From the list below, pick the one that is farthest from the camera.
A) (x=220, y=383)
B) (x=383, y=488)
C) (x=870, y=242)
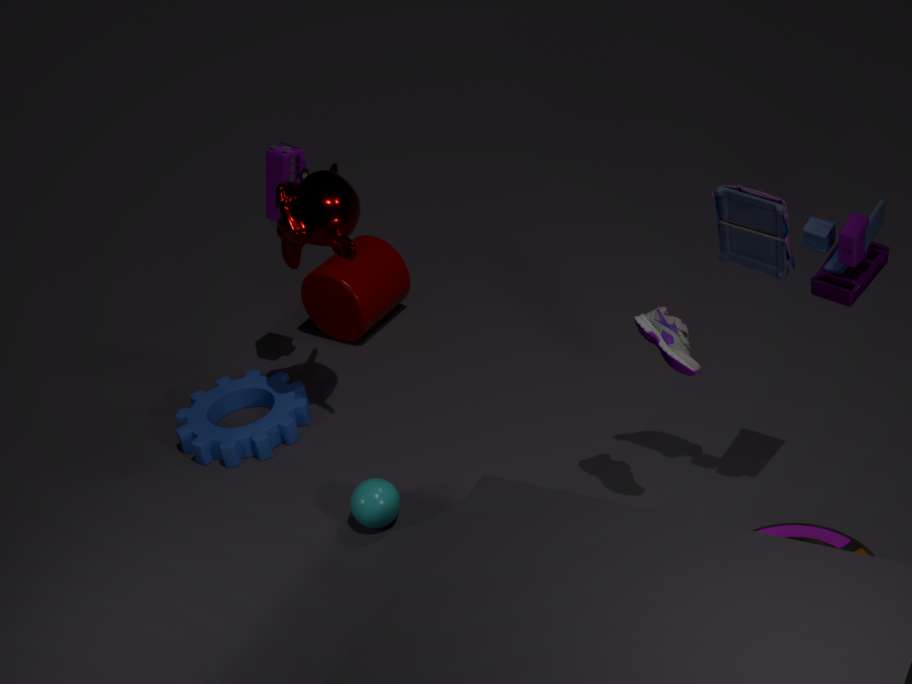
(x=220, y=383)
